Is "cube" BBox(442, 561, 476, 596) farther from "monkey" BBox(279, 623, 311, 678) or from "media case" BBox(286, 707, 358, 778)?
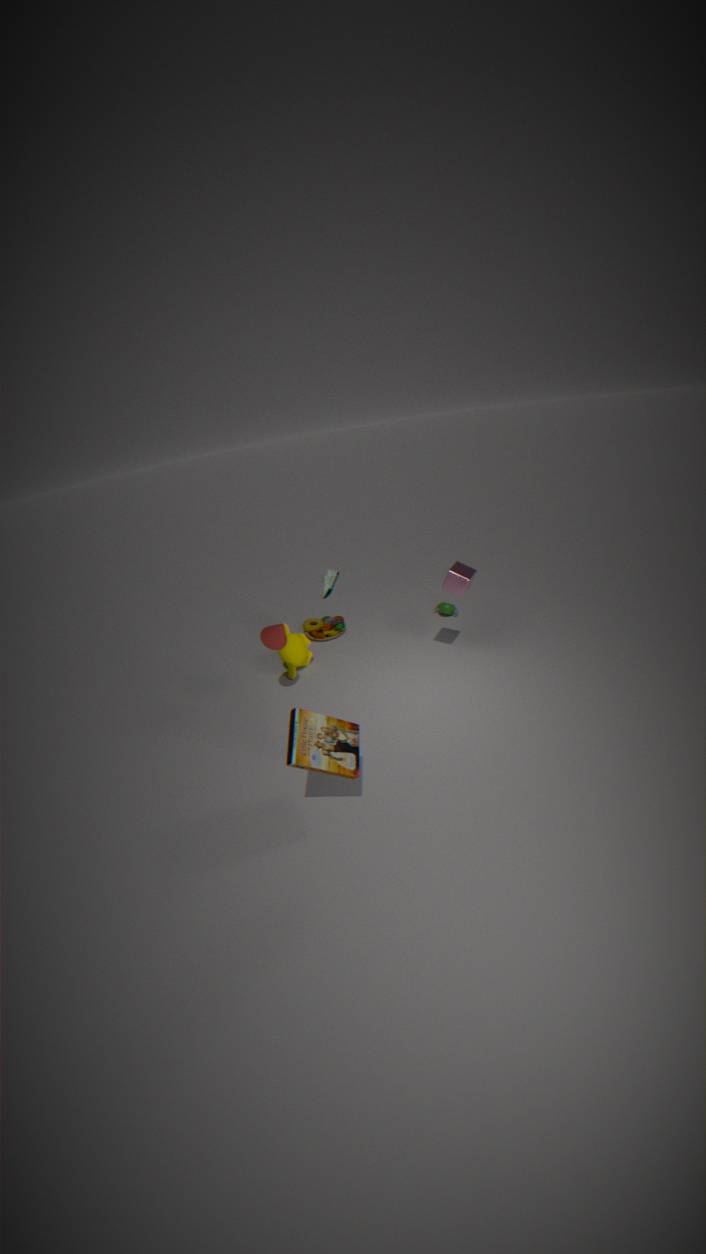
"media case" BBox(286, 707, 358, 778)
